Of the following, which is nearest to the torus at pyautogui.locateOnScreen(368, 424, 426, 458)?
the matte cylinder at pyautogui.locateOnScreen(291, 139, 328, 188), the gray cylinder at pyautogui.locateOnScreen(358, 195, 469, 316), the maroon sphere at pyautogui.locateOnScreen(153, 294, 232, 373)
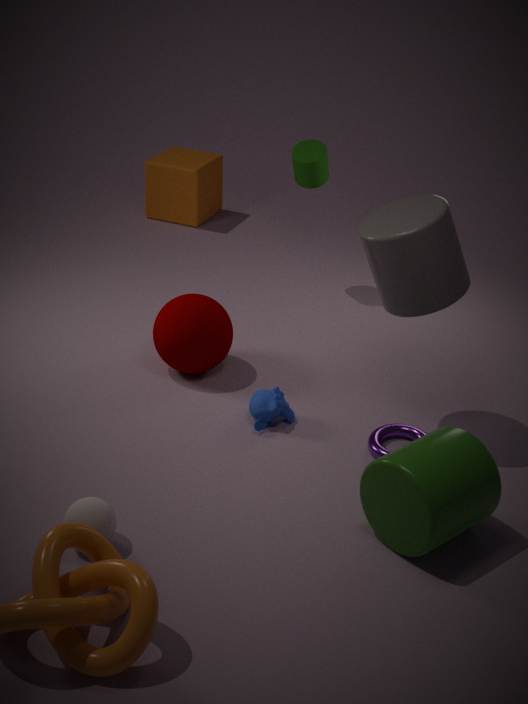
the gray cylinder at pyautogui.locateOnScreen(358, 195, 469, 316)
